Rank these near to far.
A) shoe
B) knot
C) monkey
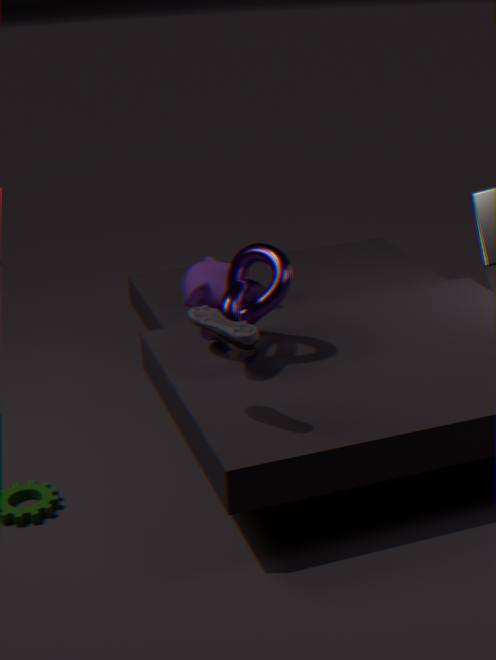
A. shoe, B. knot, C. monkey
